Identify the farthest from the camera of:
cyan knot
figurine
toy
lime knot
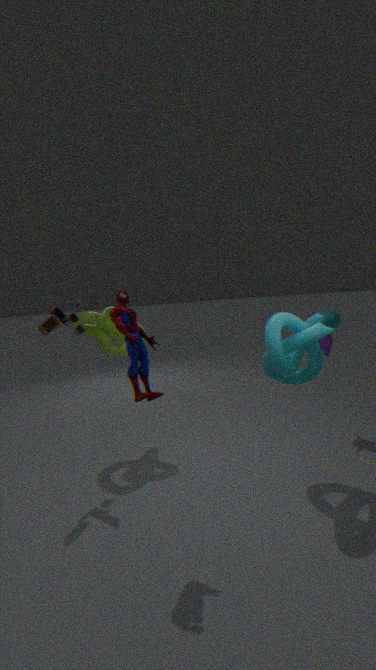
lime knot
